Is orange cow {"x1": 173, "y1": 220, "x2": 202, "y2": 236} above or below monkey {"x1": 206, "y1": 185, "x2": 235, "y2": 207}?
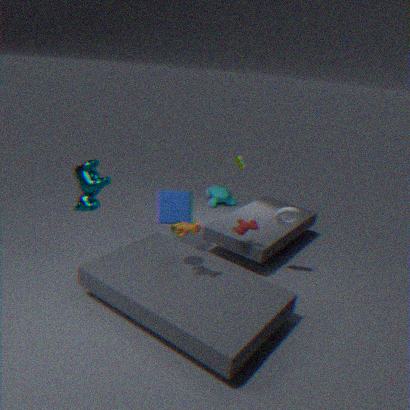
above
